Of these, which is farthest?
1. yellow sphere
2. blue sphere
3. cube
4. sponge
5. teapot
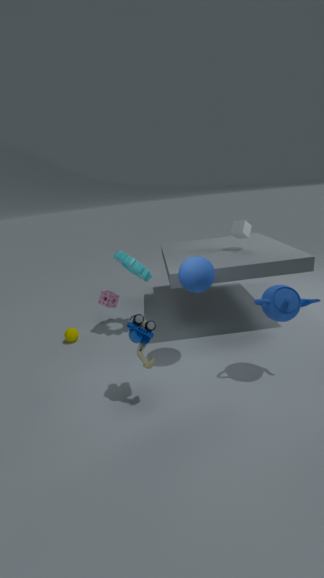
sponge
